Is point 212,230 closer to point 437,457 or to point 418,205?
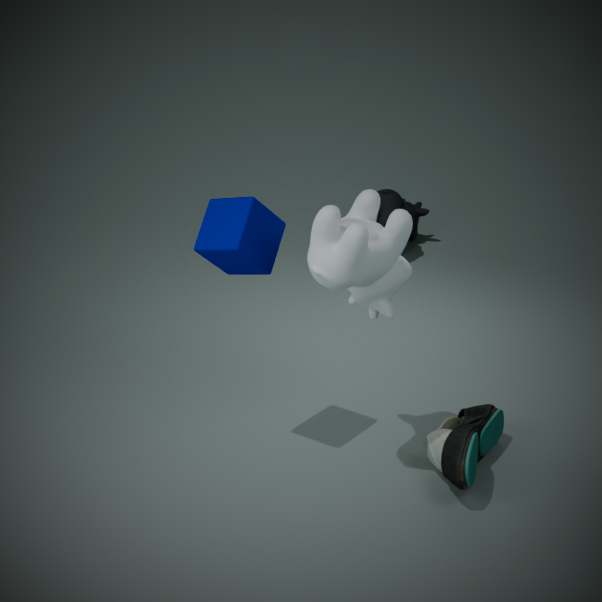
point 437,457
